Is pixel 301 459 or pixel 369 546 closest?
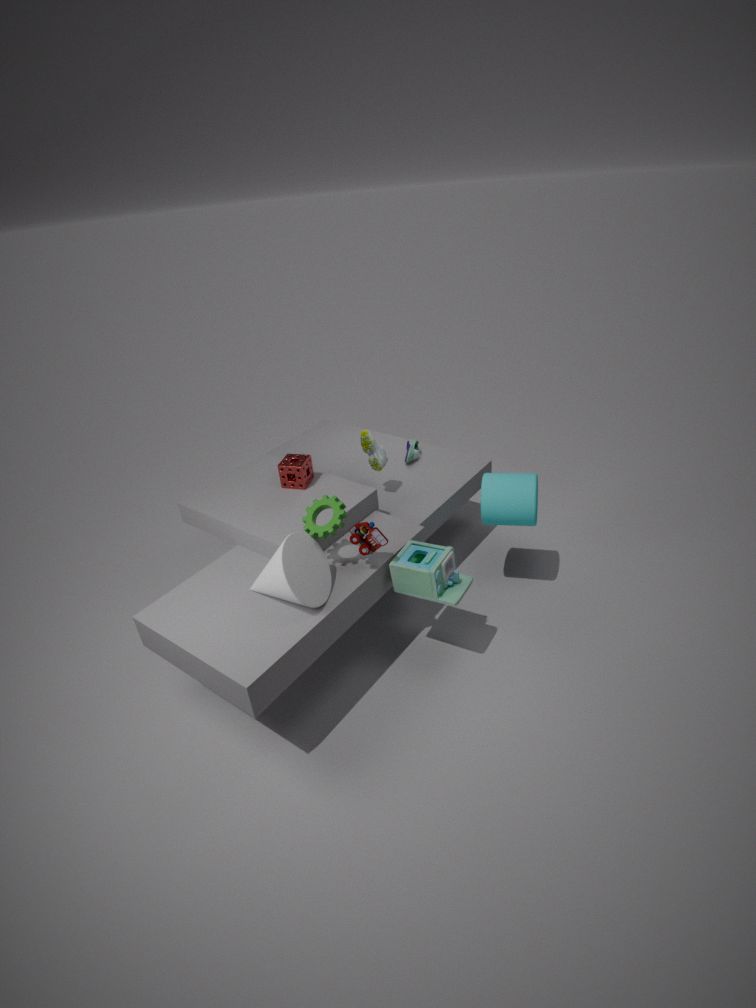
pixel 369 546
